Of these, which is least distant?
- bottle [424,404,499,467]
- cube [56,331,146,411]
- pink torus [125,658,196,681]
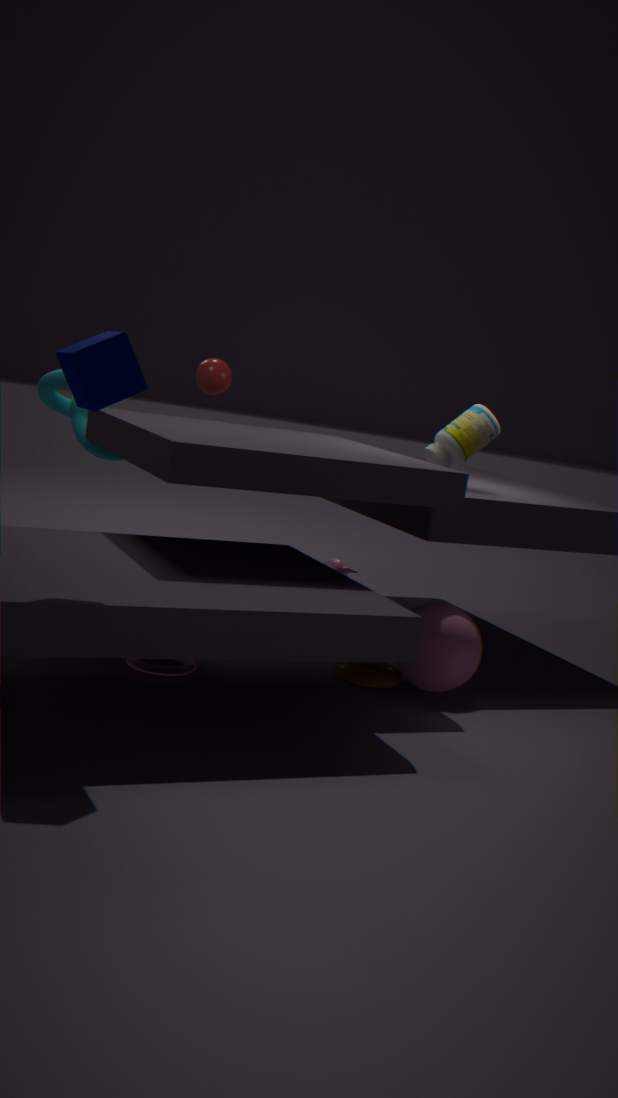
cube [56,331,146,411]
